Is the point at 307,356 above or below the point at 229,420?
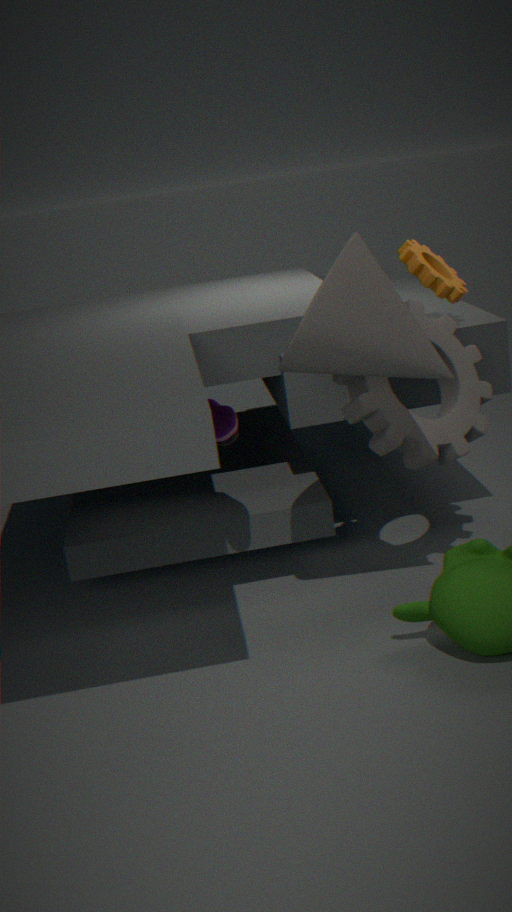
above
